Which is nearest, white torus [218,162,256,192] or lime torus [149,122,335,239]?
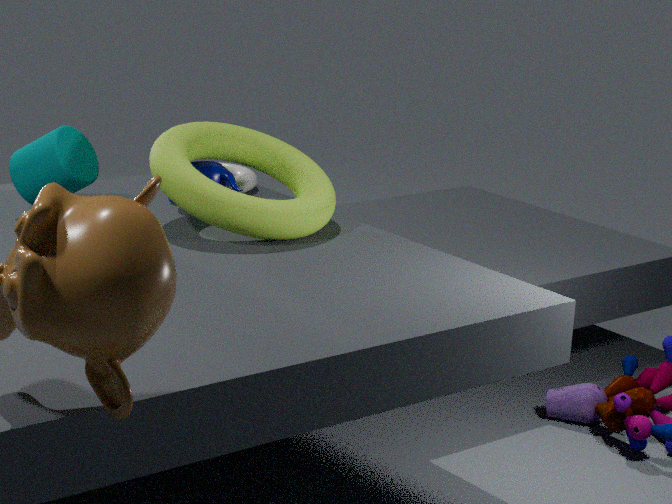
lime torus [149,122,335,239]
